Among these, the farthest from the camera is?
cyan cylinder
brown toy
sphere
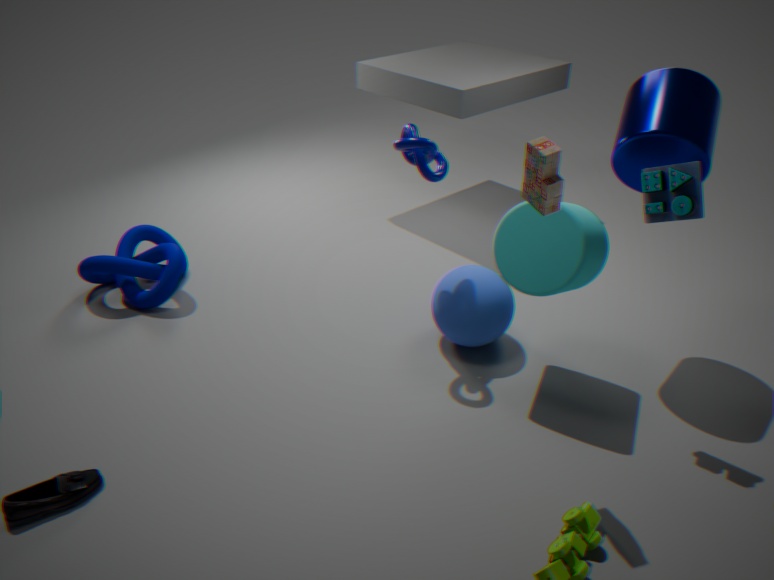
sphere
